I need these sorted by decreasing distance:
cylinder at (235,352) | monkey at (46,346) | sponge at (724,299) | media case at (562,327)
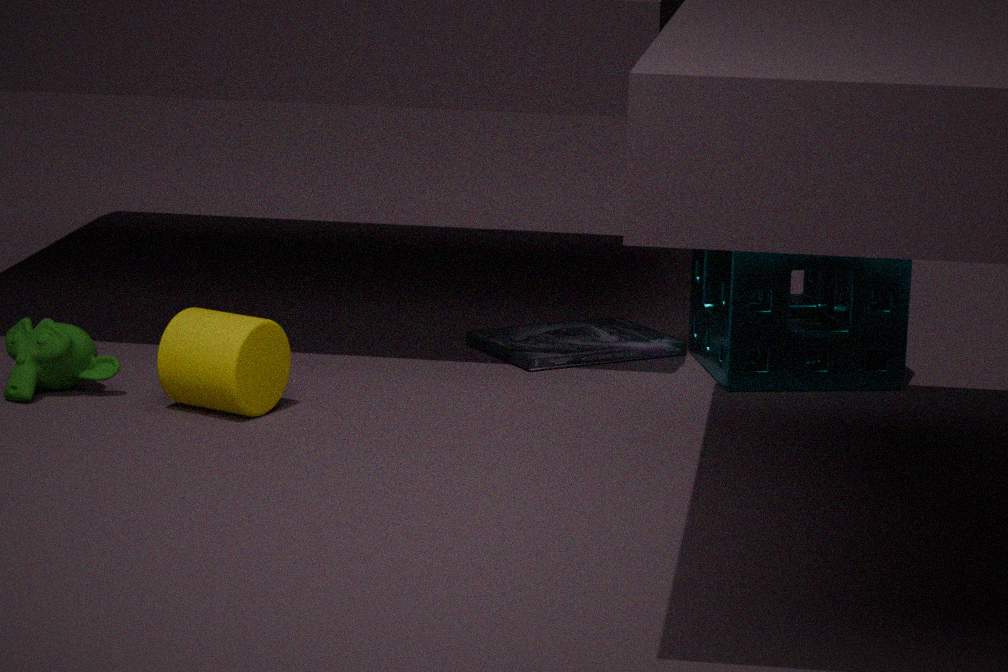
media case at (562,327), sponge at (724,299), monkey at (46,346), cylinder at (235,352)
